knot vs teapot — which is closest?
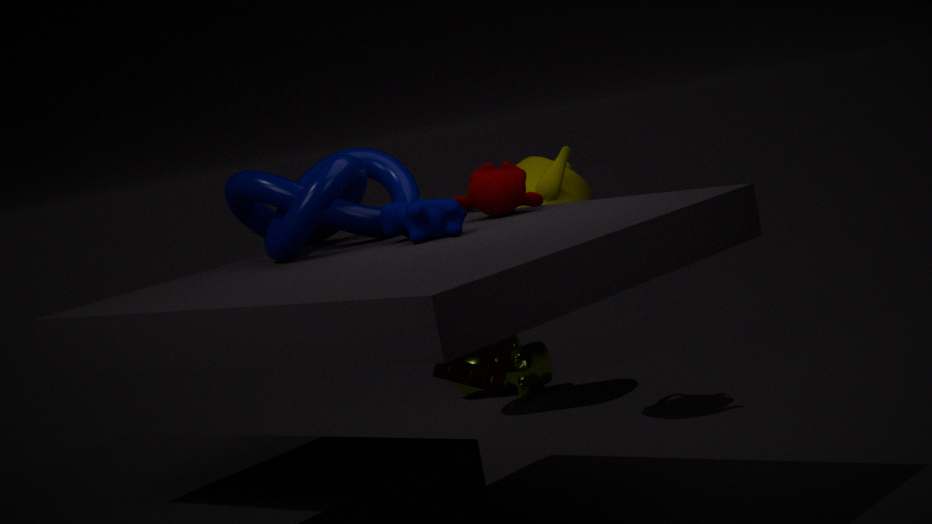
knot
